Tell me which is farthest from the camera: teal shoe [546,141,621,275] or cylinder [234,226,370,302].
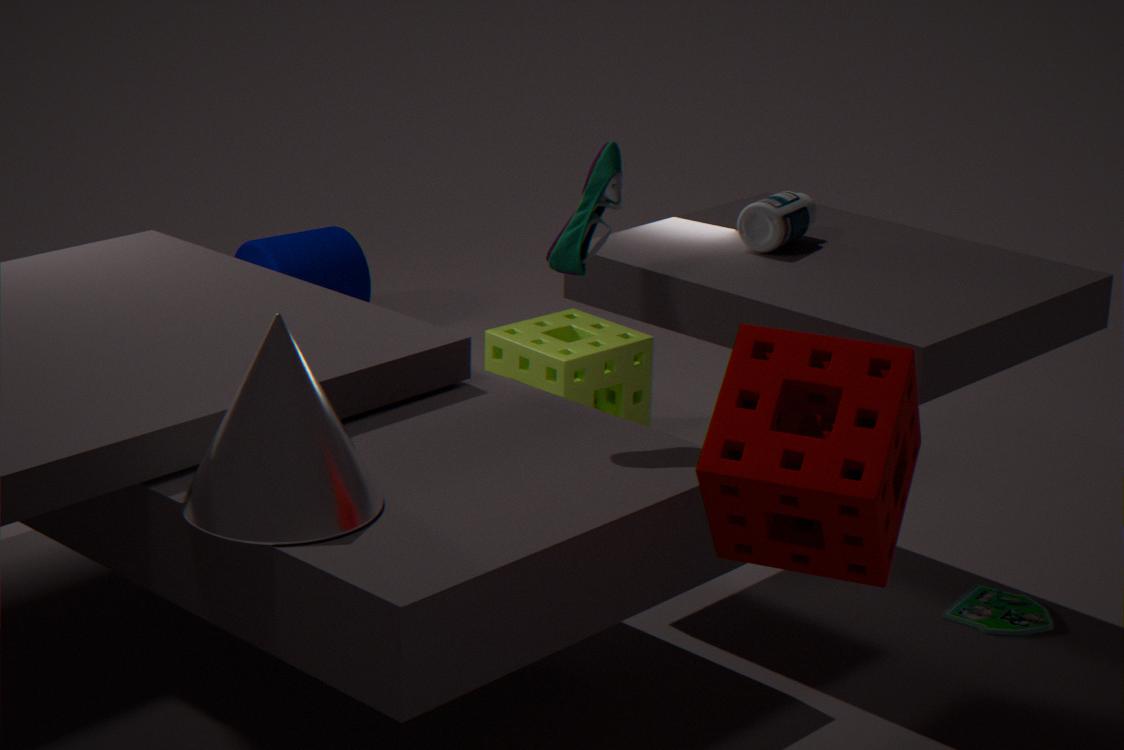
cylinder [234,226,370,302]
